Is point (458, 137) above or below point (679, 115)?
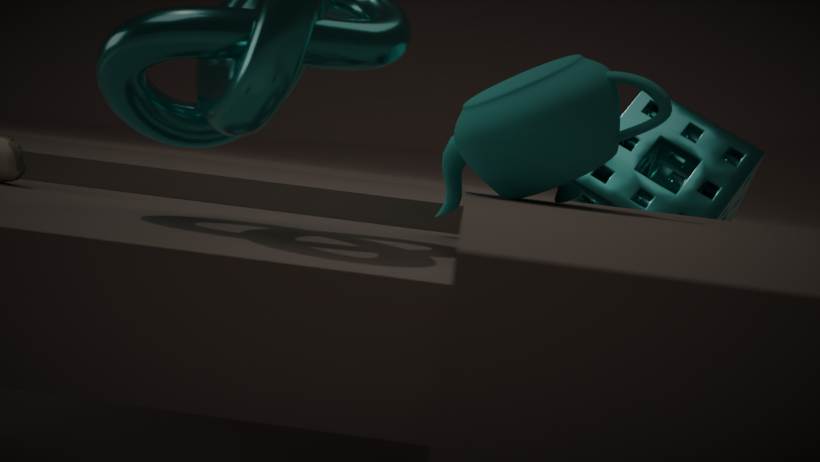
above
